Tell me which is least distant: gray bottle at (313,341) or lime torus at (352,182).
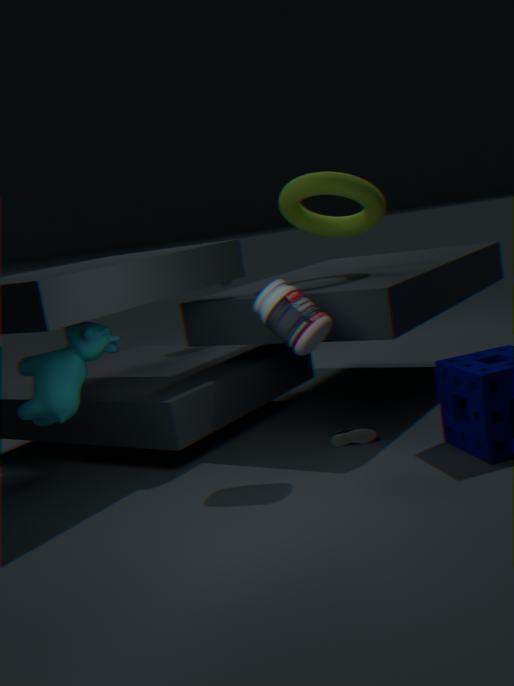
gray bottle at (313,341)
